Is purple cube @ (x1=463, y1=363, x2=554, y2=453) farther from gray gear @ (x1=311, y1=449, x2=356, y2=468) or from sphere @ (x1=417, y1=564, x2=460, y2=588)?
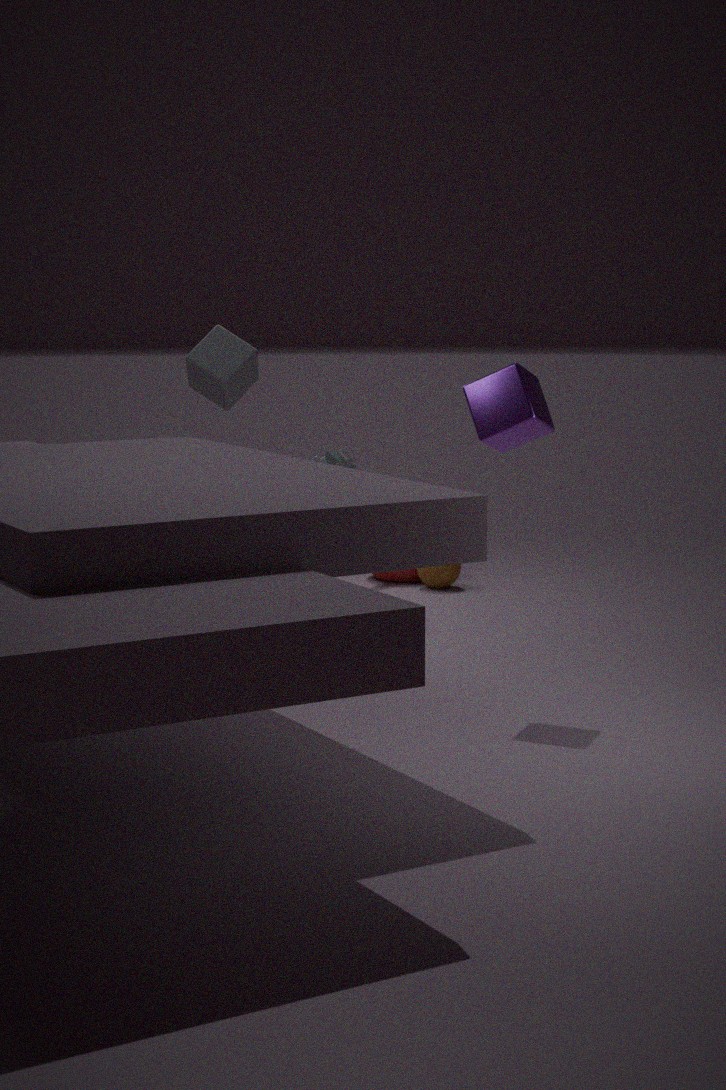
sphere @ (x1=417, y1=564, x2=460, y2=588)
